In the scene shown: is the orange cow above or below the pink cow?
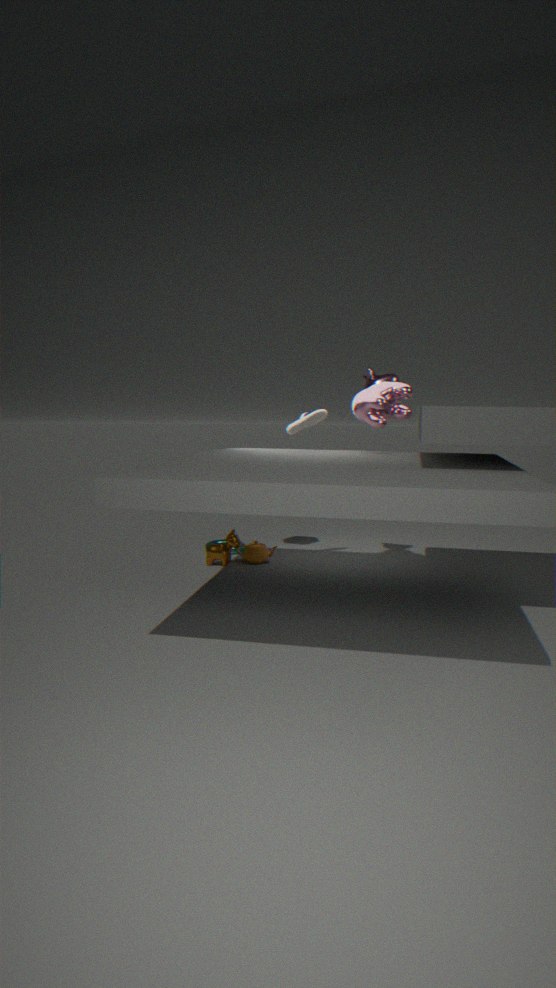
below
